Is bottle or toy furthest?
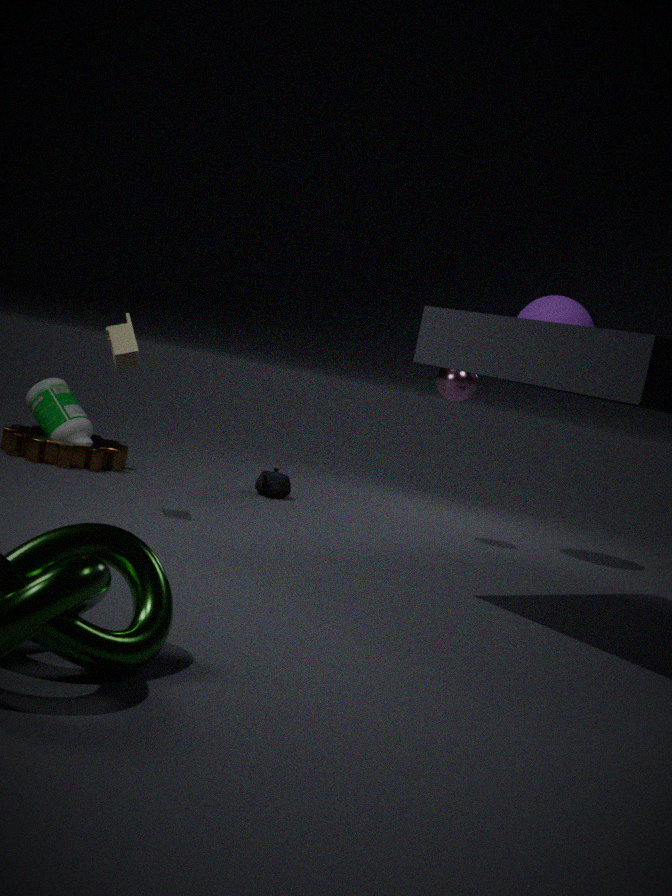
bottle
